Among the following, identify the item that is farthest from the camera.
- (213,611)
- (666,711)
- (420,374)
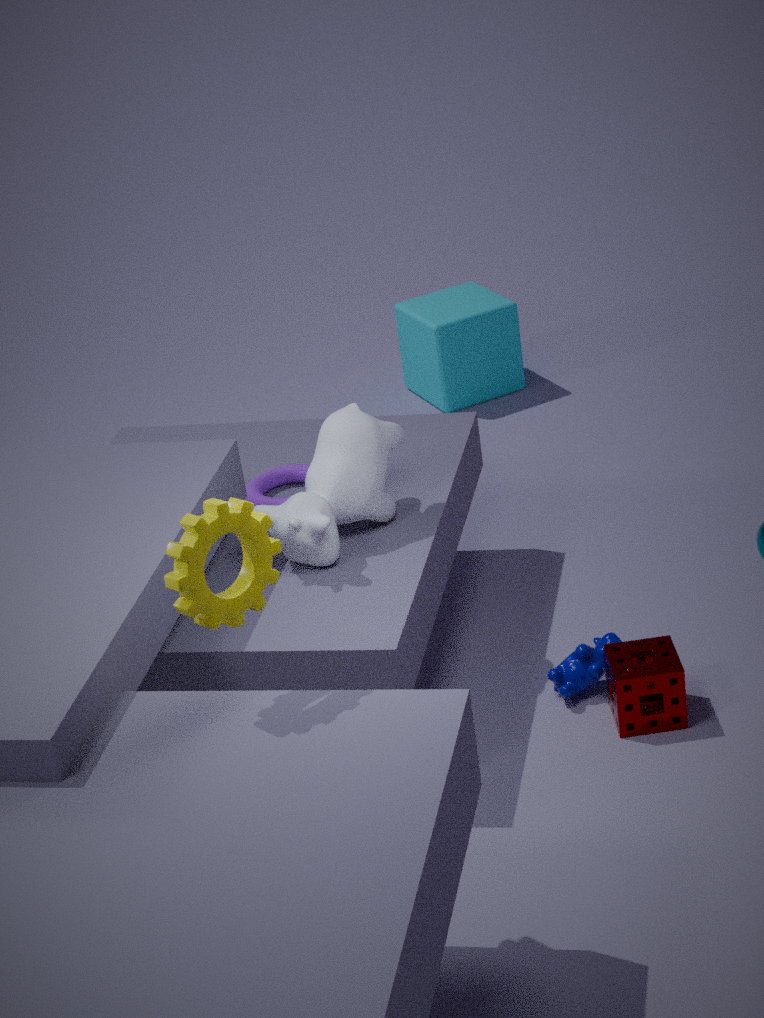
(420,374)
